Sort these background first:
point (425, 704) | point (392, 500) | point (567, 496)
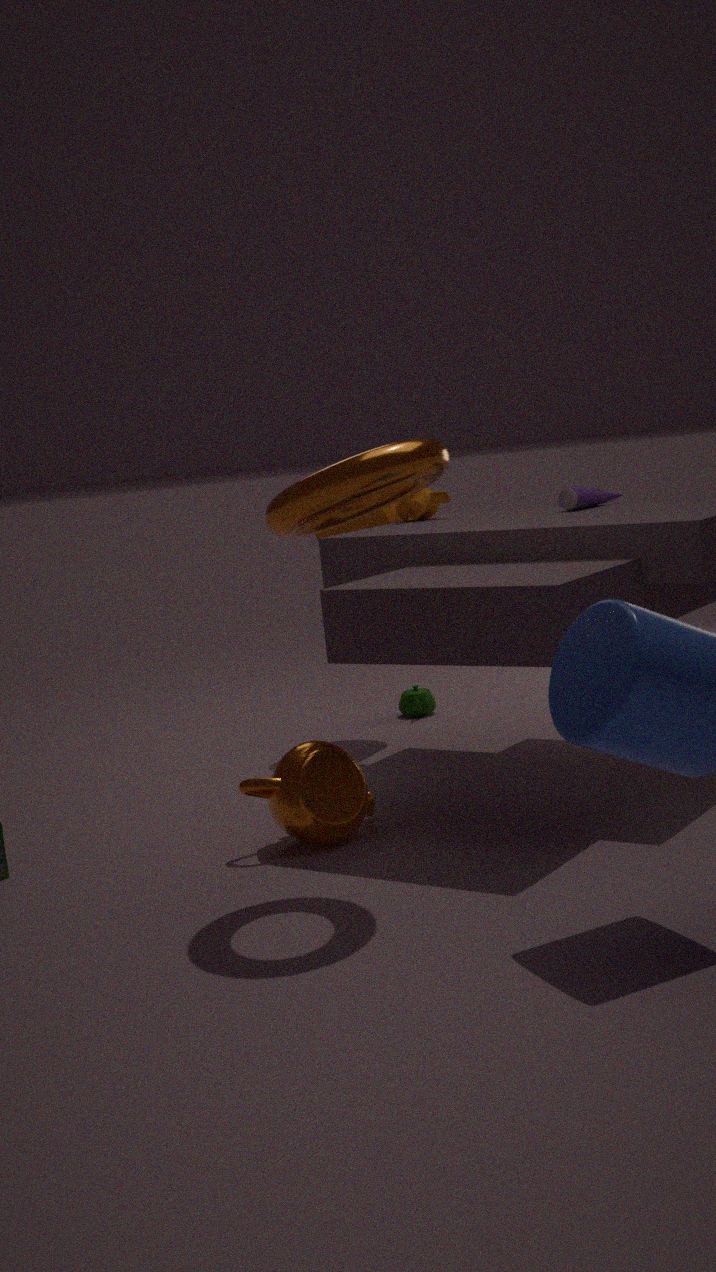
1. point (425, 704)
2. point (567, 496)
3. point (392, 500)
